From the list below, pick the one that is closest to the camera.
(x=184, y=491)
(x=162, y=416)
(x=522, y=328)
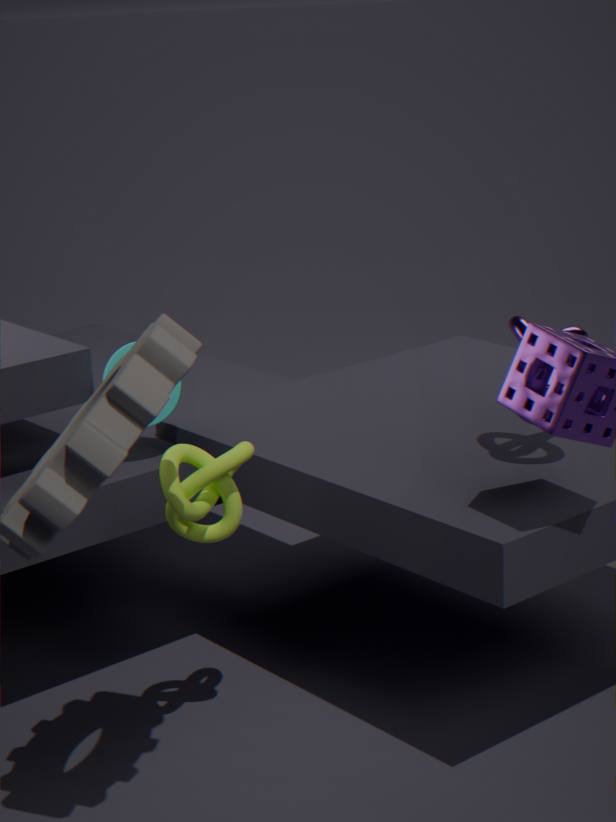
(x=184, y=491)
